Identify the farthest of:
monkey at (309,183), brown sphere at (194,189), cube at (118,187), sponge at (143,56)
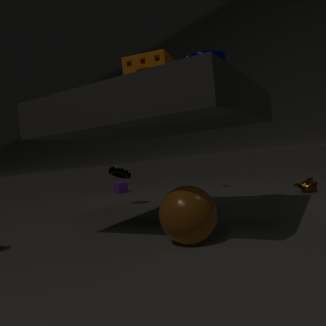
cube at (118,187)
